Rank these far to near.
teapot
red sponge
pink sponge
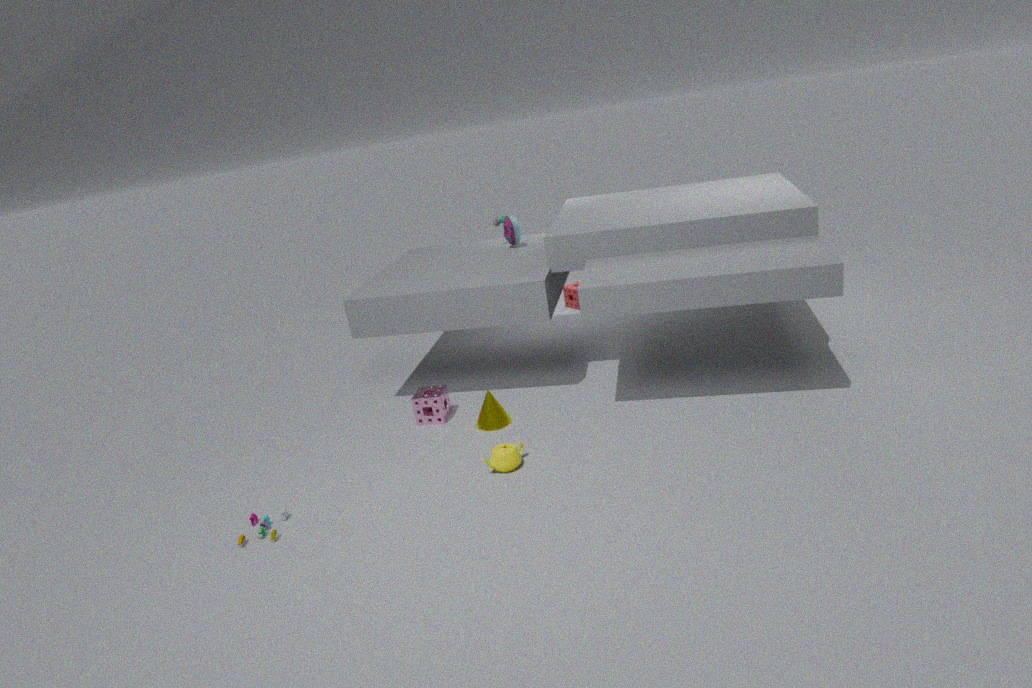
red sponge → pink sponge → teapot
